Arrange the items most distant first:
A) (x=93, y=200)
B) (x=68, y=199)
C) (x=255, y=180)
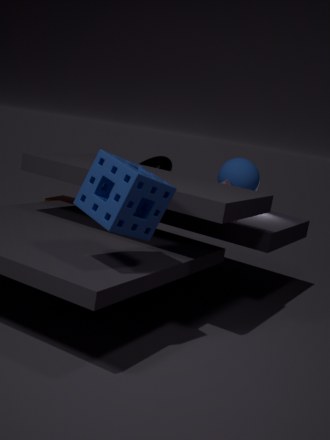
1. B. (x=68, y=199)
2. C. (x=255, y=180)
3. A. (x=93, y=200)
